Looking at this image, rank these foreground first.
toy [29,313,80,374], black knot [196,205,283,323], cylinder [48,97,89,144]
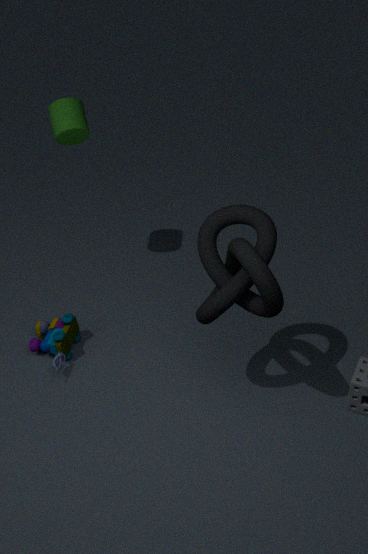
black knot [196,205,283,323] → toy [29,313,80,374] → cylinder [48,97,89,144]
